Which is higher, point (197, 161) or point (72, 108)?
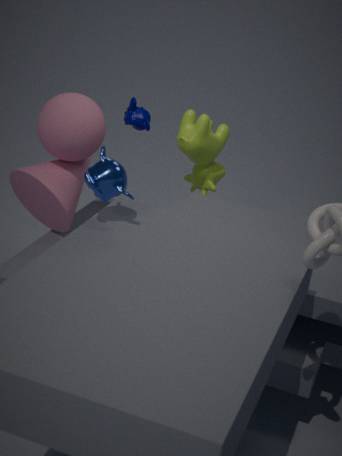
point (72, 108)
